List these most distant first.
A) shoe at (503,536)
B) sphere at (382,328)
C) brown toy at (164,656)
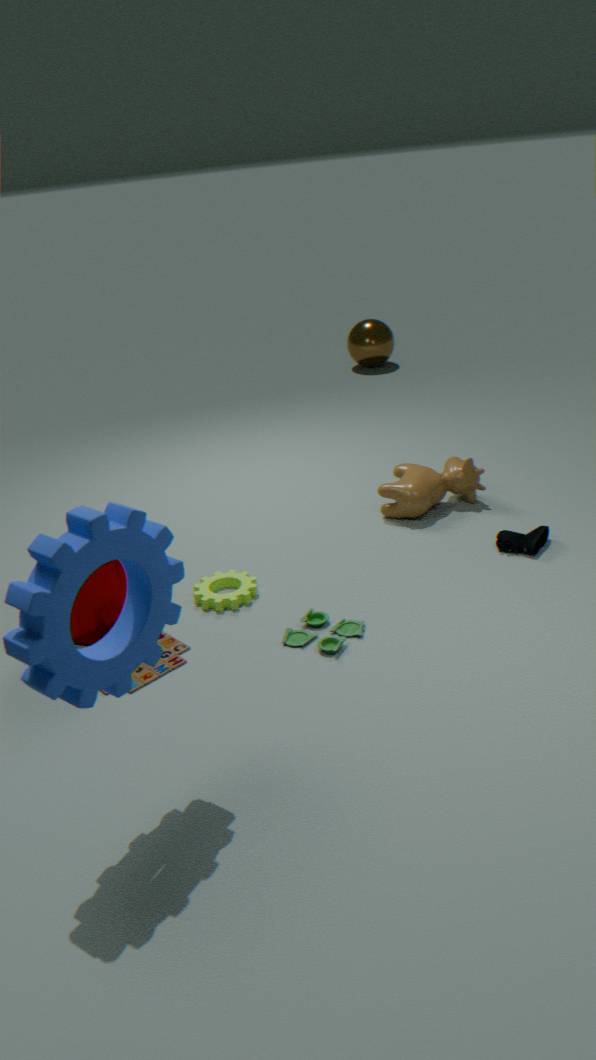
sphere at (382,328), shoe at (503,536), brown toy at (164,656)
